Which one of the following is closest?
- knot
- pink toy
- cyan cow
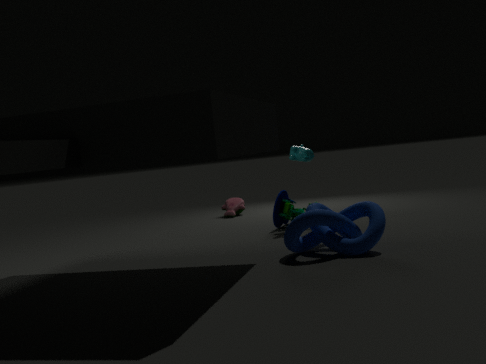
knot
